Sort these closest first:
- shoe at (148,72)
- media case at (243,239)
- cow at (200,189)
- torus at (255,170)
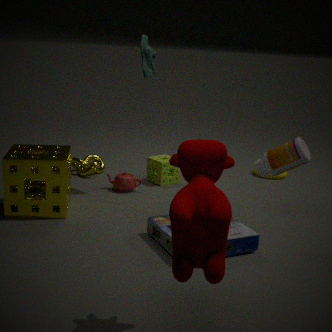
cow at (200,189)
media case at (243,239)
shoe at (148,72)
torus at (255,170)
